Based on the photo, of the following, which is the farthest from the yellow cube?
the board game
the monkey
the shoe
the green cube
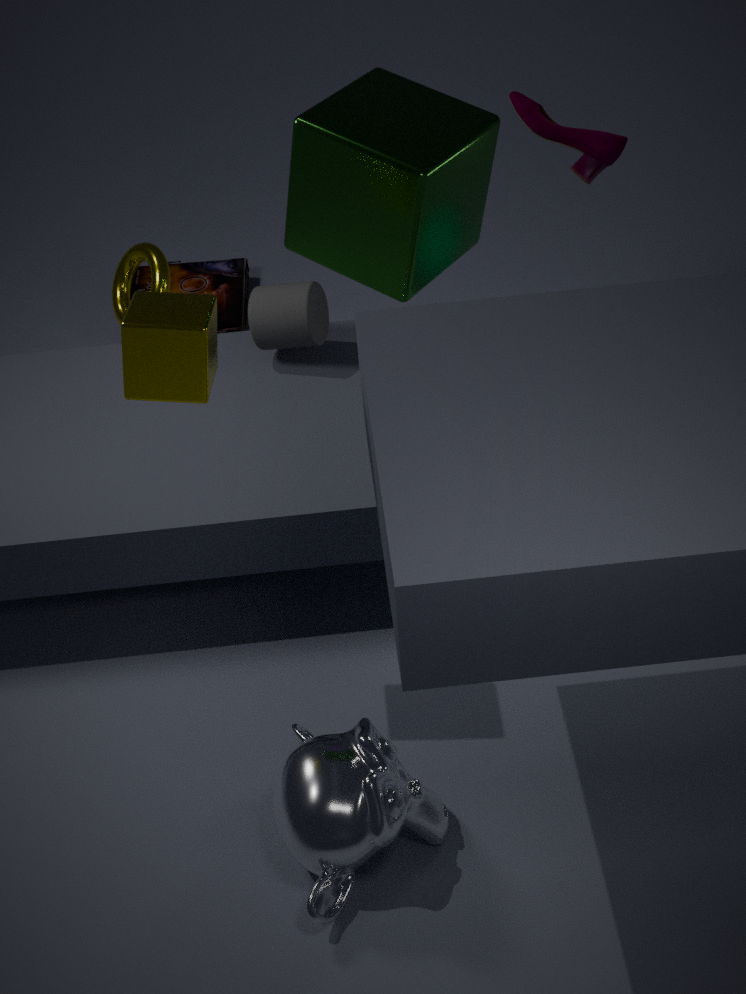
the board game
